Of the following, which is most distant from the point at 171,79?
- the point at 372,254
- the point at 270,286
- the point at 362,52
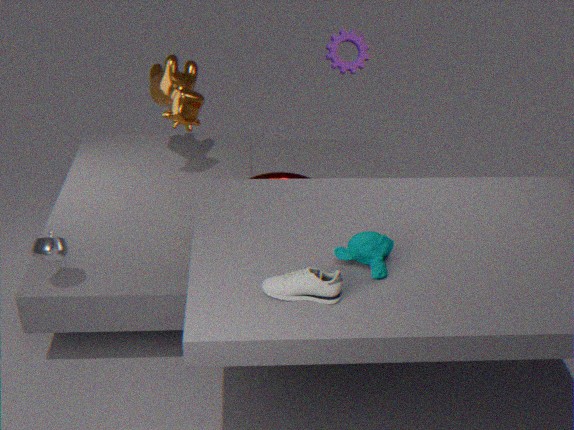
the point at 270,286
